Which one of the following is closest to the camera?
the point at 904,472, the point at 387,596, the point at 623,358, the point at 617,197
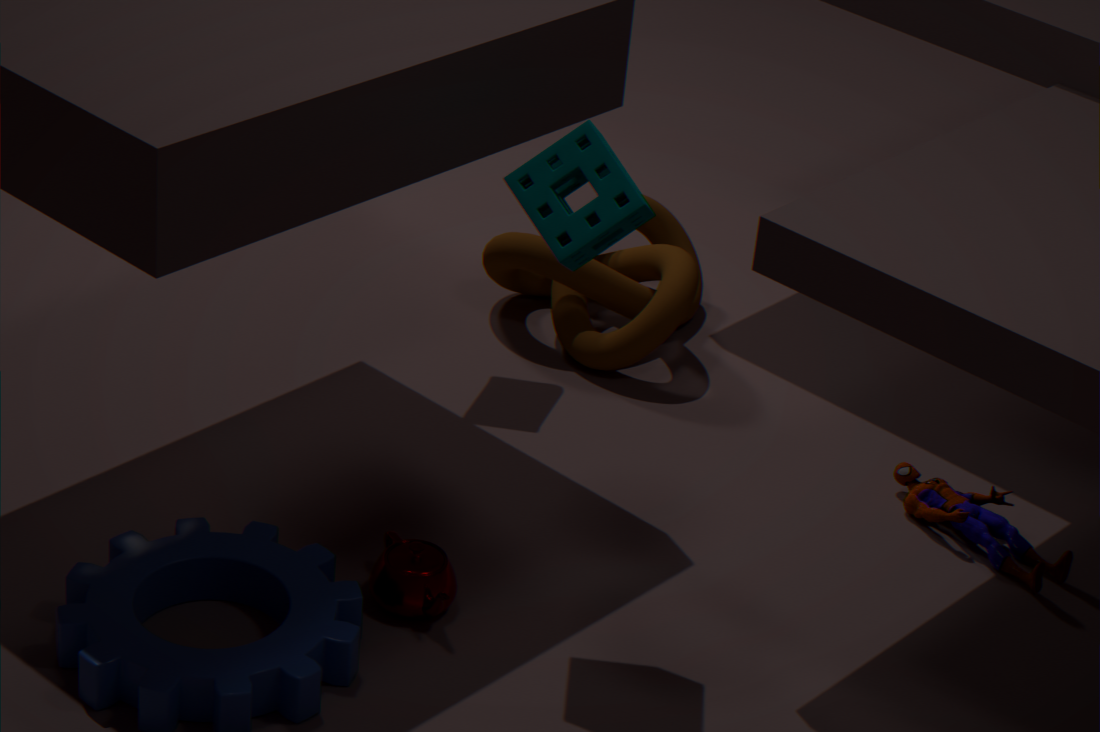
the point at 617,197
